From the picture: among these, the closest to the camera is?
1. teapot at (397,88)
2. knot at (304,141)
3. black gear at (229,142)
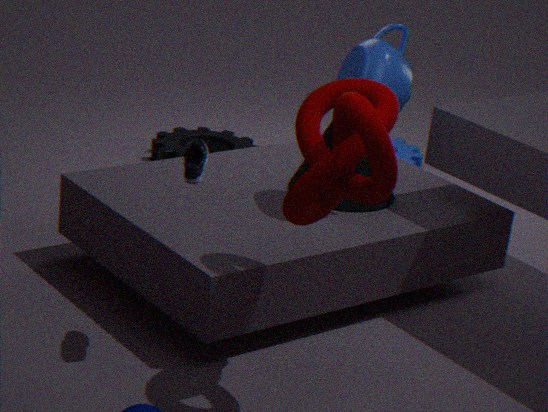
knot at (304,141)
